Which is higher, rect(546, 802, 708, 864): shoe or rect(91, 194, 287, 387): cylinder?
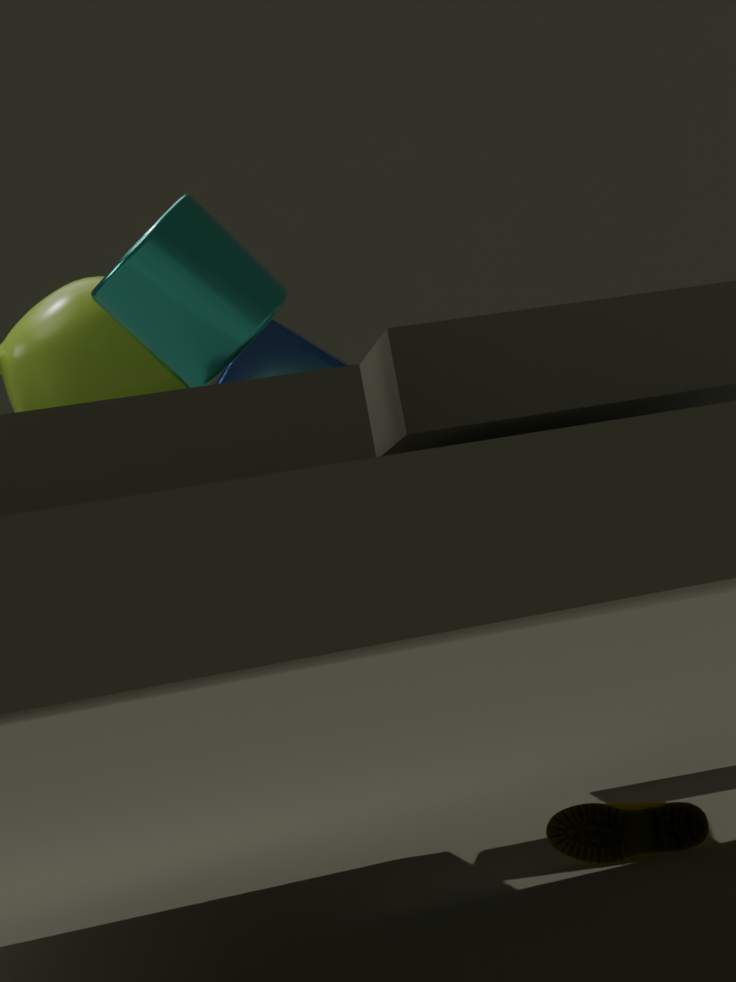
rect(91, 194, 287, 387): cylinder
